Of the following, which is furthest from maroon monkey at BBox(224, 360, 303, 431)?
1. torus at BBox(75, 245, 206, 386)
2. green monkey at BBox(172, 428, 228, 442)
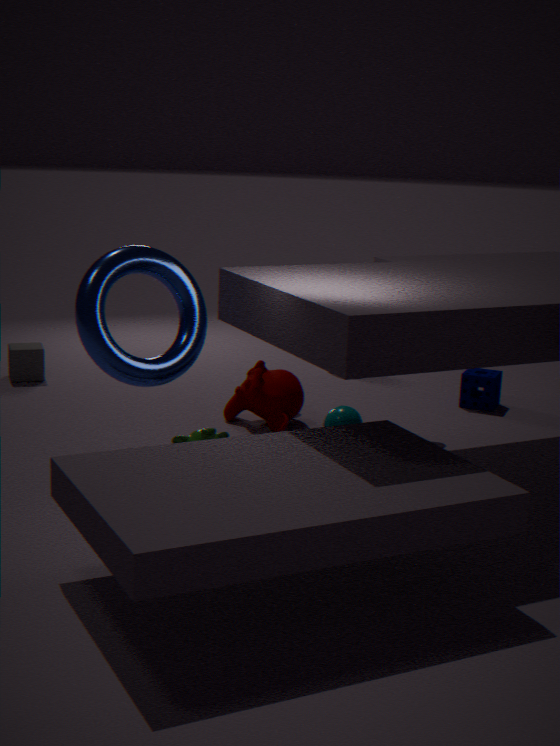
torus at BBox(75, 245, 206, 386)
